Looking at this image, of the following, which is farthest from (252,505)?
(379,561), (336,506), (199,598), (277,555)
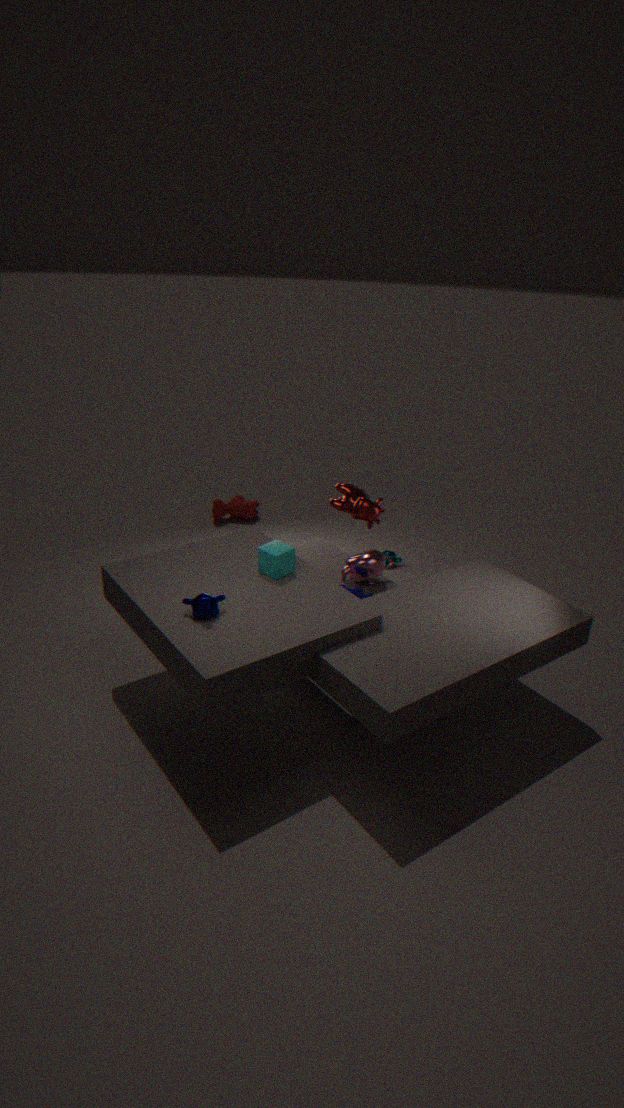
(199,598)
